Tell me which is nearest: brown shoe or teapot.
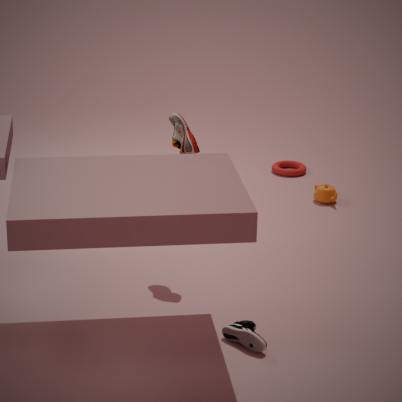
brown shoe
